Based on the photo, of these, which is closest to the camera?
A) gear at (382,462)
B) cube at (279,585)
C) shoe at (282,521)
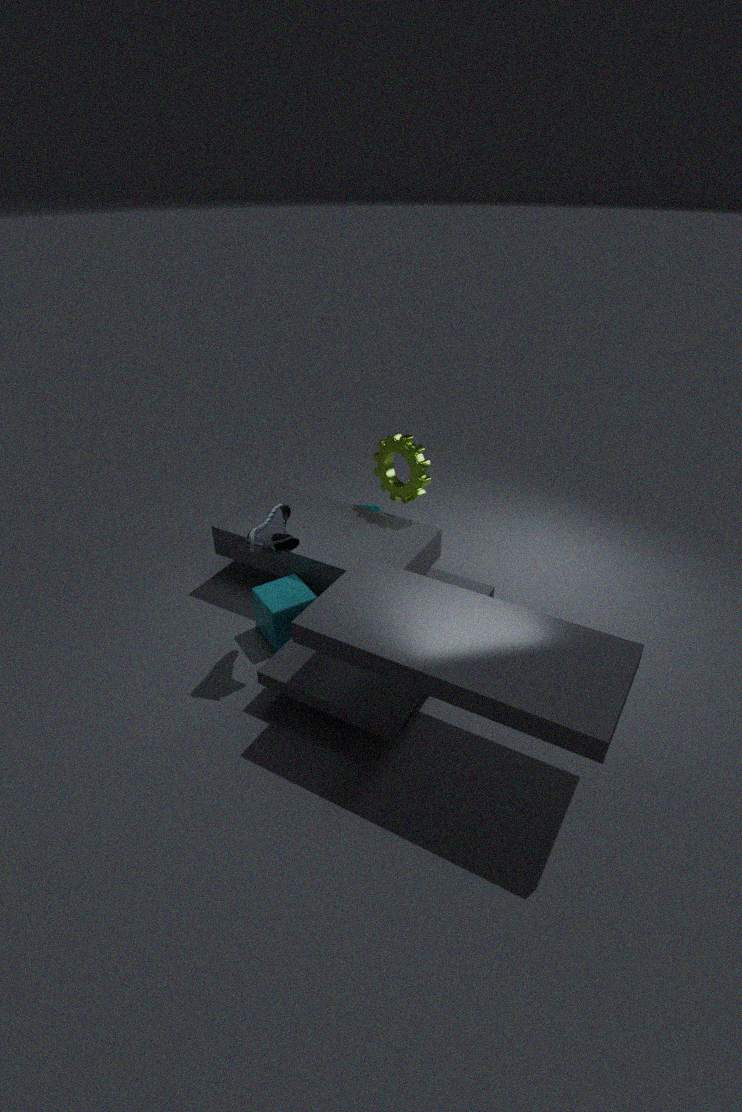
shoe at (282,521)
